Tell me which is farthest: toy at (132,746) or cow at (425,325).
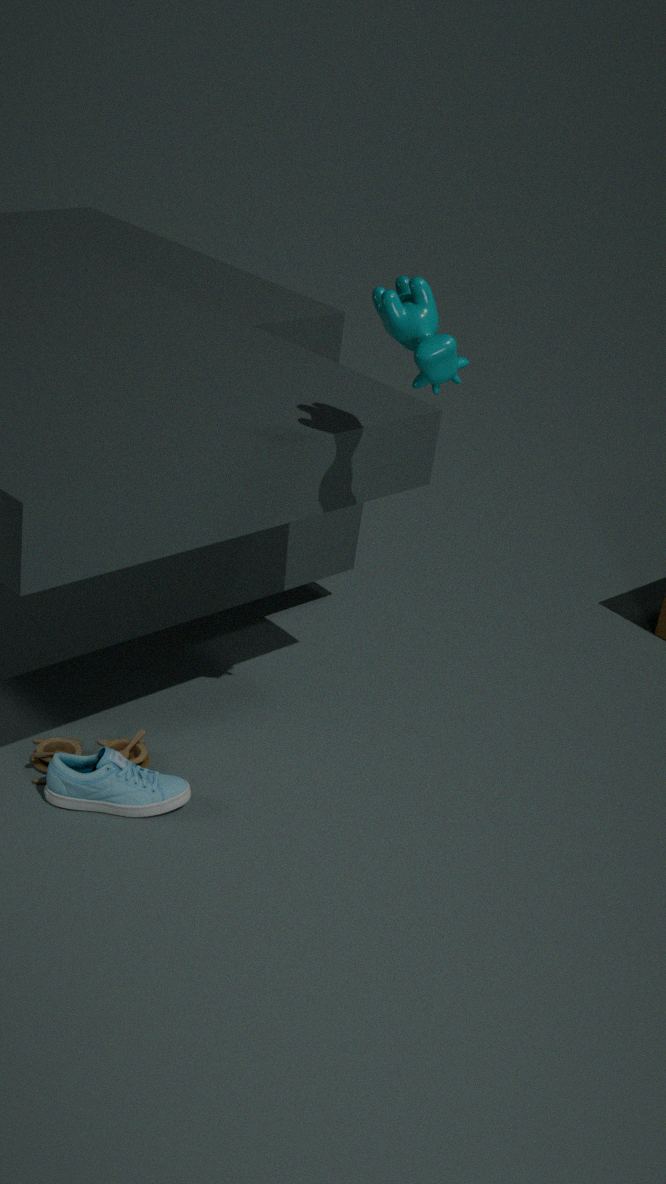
toy at (132,746)
